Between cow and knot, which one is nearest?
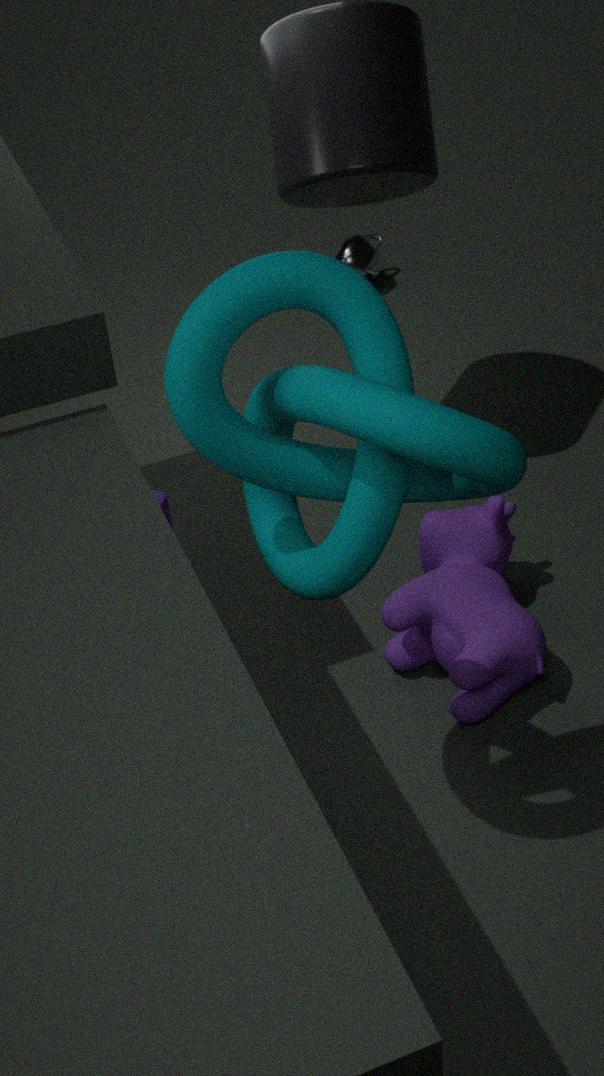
knot
